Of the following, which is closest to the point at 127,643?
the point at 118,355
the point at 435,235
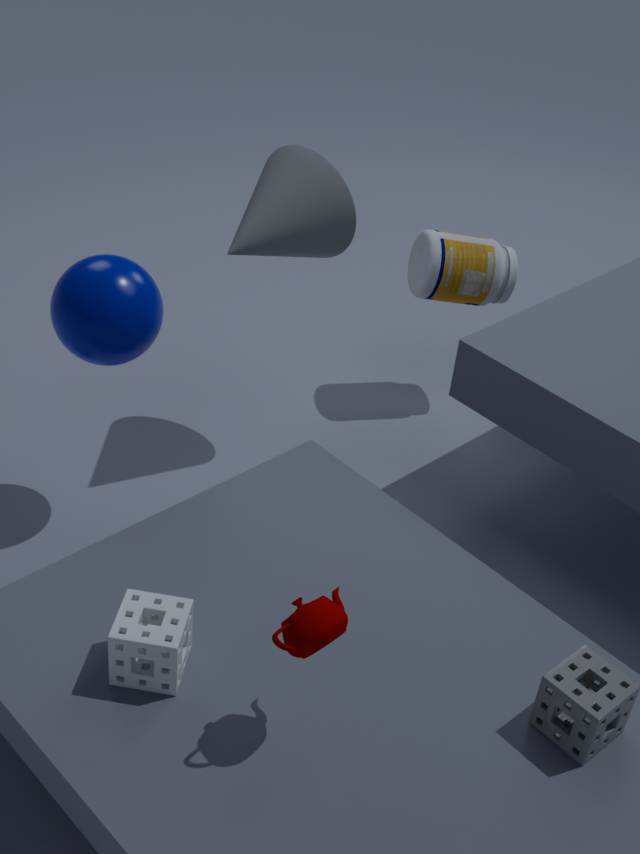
the point at 118,355
